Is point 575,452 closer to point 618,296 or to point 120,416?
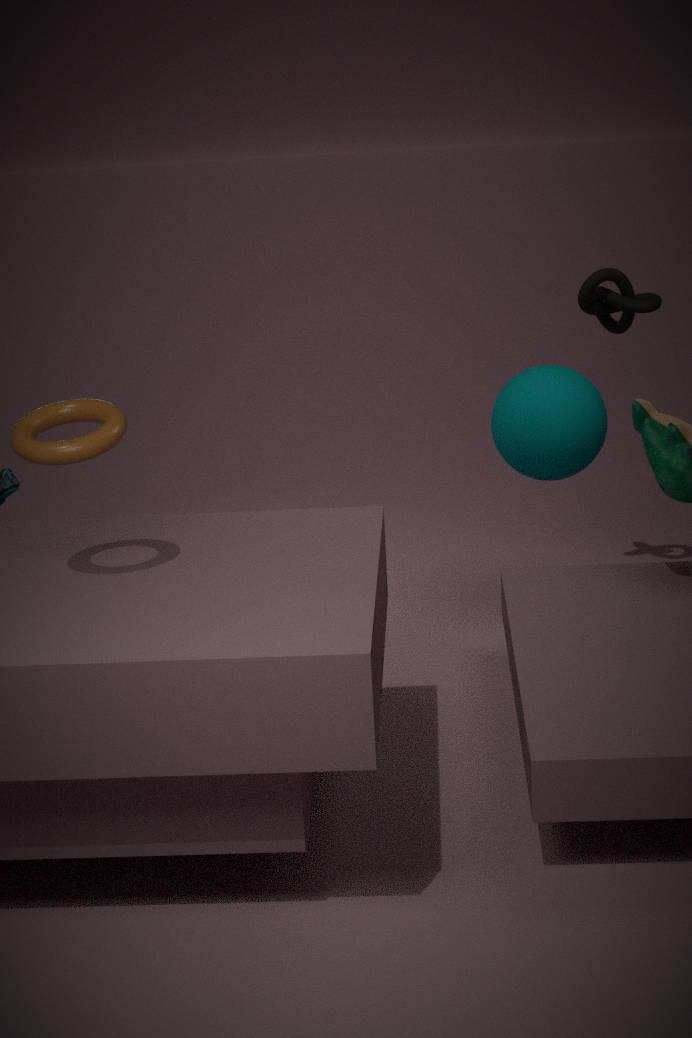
point 618,296
